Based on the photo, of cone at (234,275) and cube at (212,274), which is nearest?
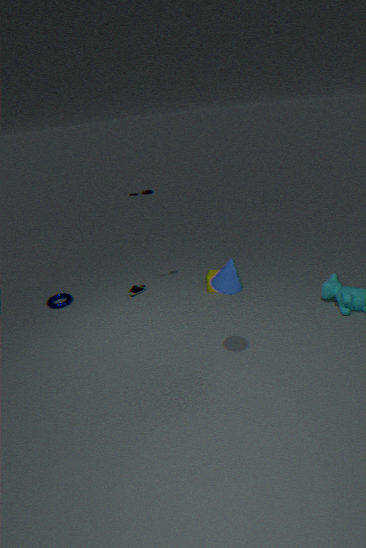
cone at (234,275)
